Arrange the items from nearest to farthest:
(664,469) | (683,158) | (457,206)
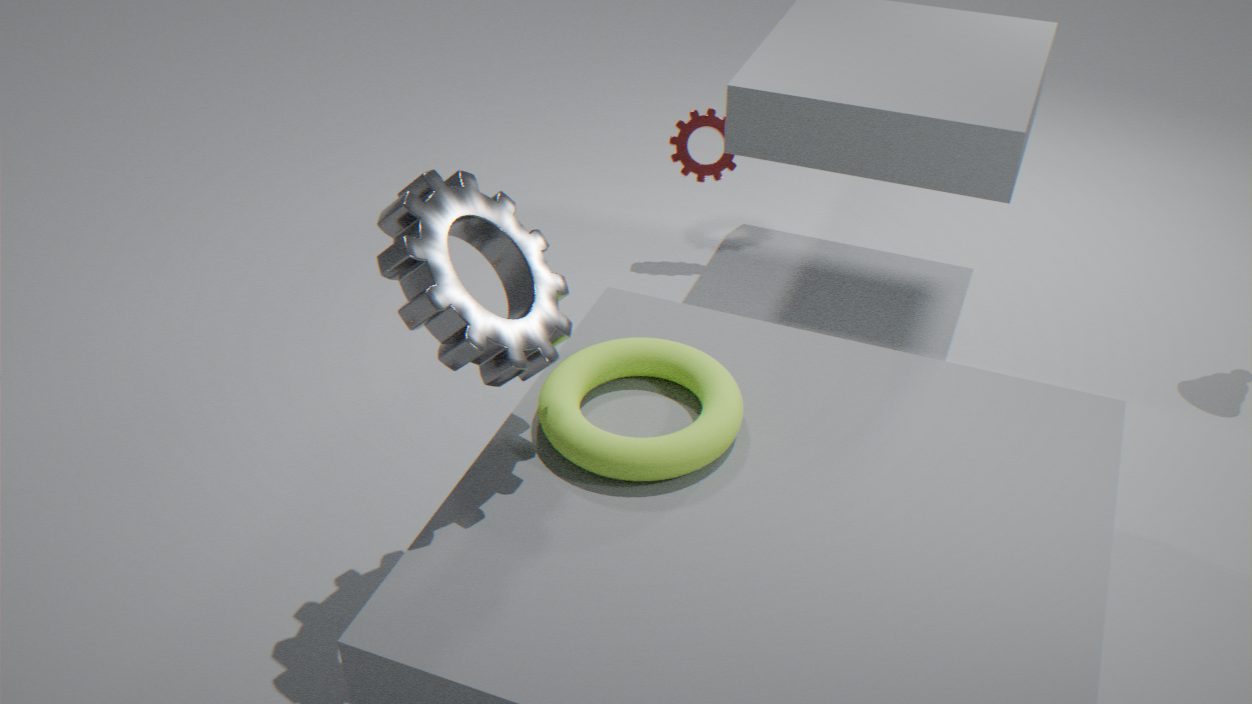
(457,206) → (664,469) → (683,158)
